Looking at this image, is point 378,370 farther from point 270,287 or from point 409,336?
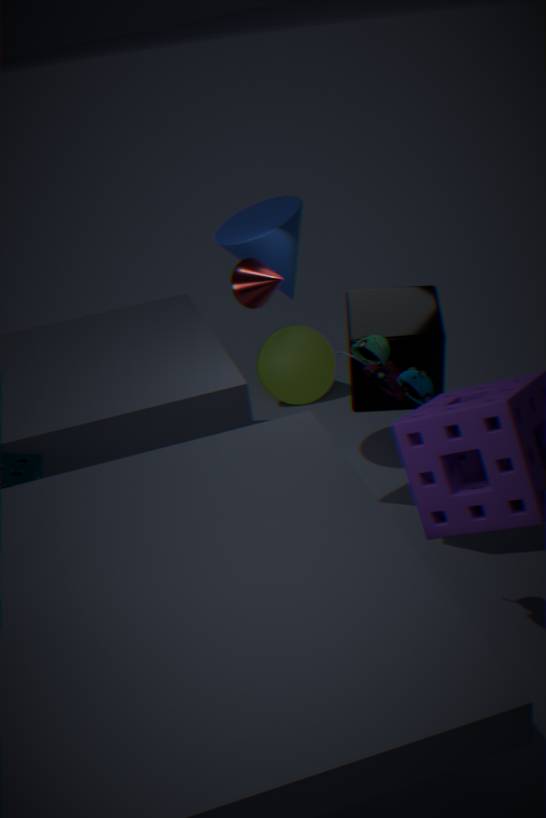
point 270,287
